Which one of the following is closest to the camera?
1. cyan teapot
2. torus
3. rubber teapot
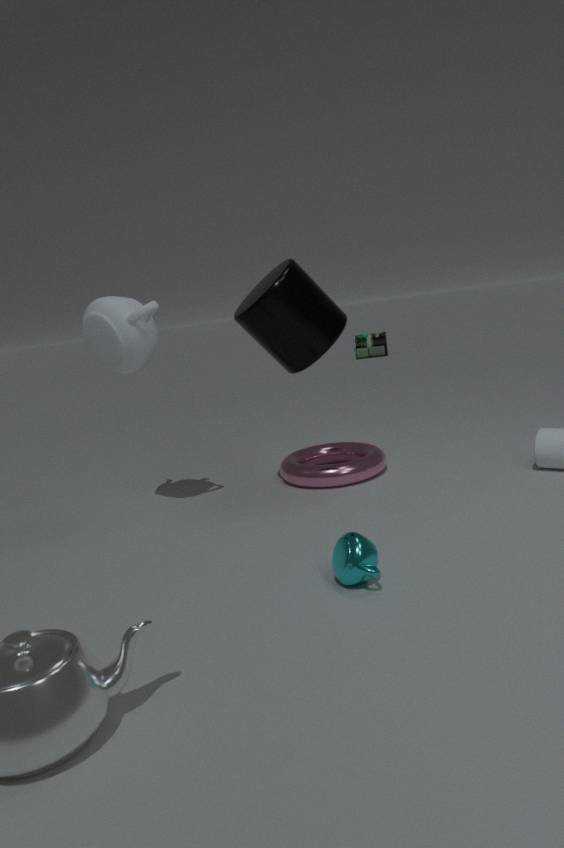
cyan teapot
